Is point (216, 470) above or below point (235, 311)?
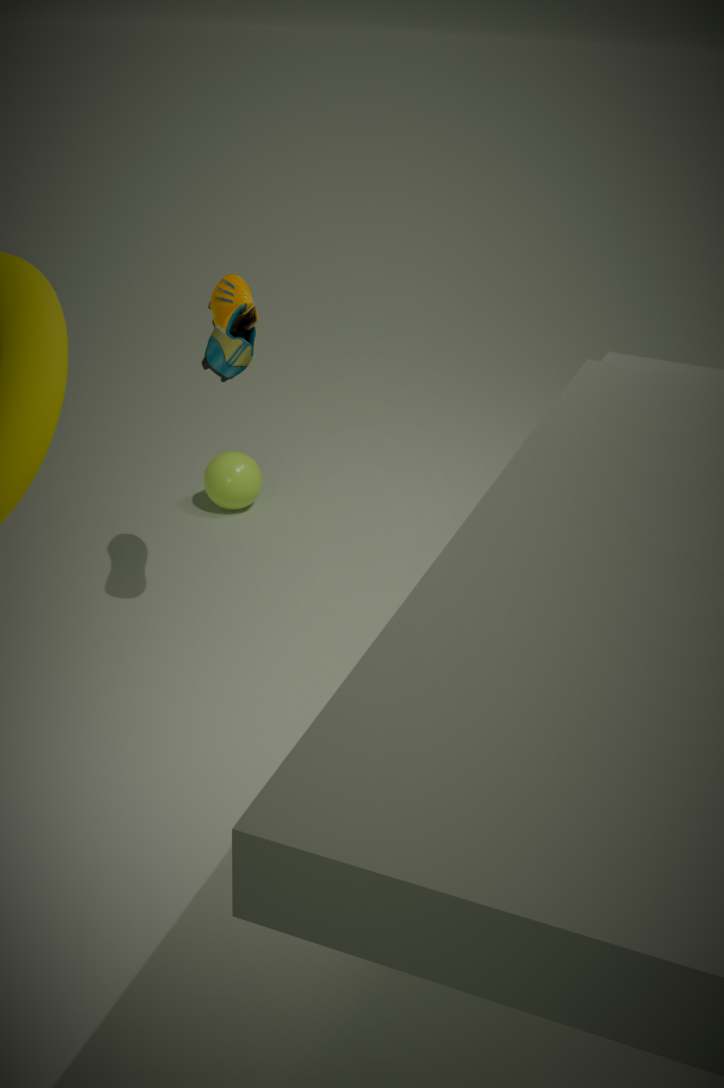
below
